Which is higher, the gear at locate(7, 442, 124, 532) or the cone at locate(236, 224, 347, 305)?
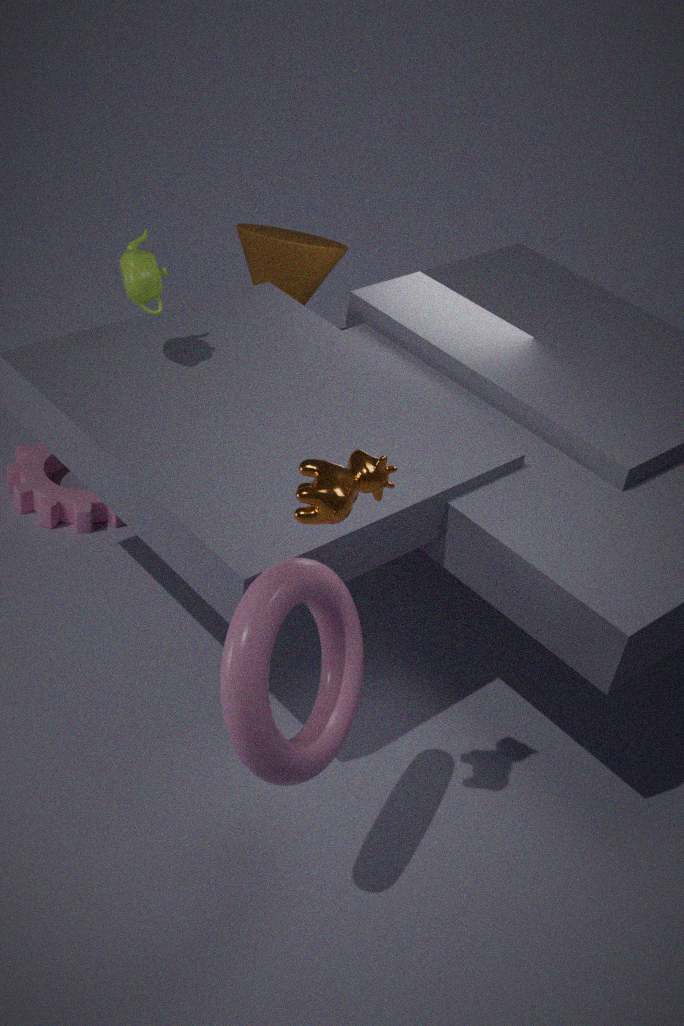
the cone at locate(236, 224, 347, 305)
